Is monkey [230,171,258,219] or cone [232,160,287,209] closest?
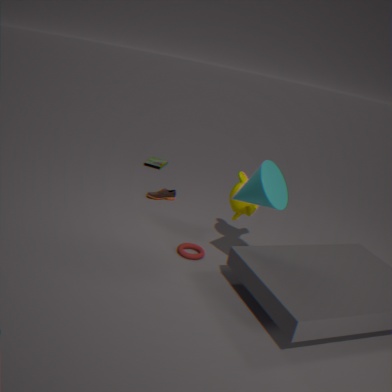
cone [232,160,287,209]
